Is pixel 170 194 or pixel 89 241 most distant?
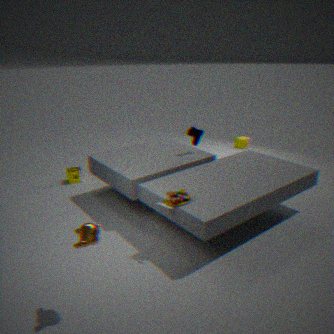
pixel 170 194
